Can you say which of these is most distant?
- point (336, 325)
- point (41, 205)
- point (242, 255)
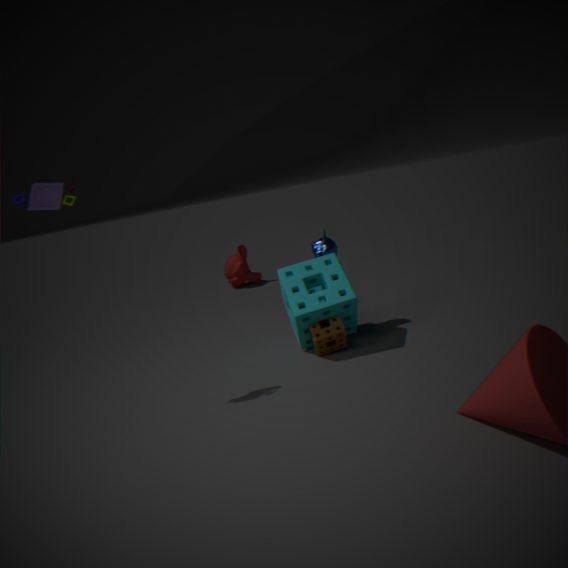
point (242, 255)
